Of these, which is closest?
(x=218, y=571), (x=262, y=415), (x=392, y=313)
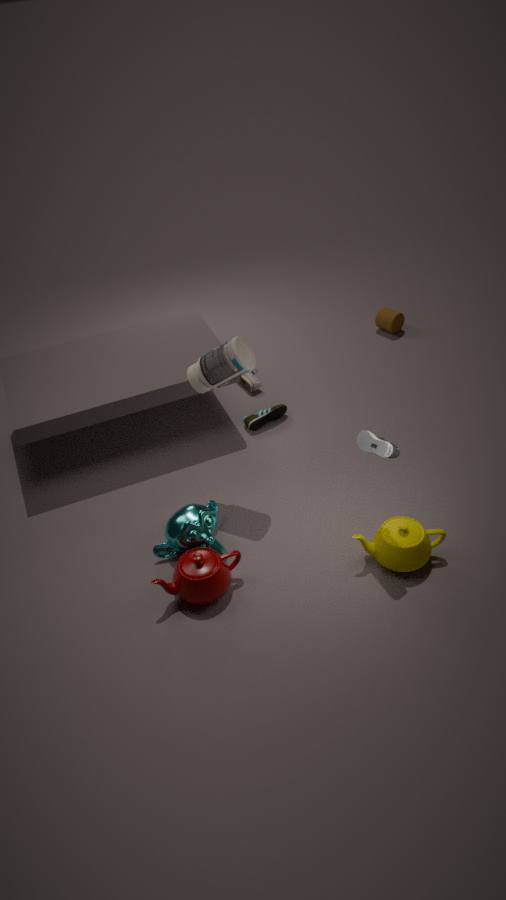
(x=218, y=571)
